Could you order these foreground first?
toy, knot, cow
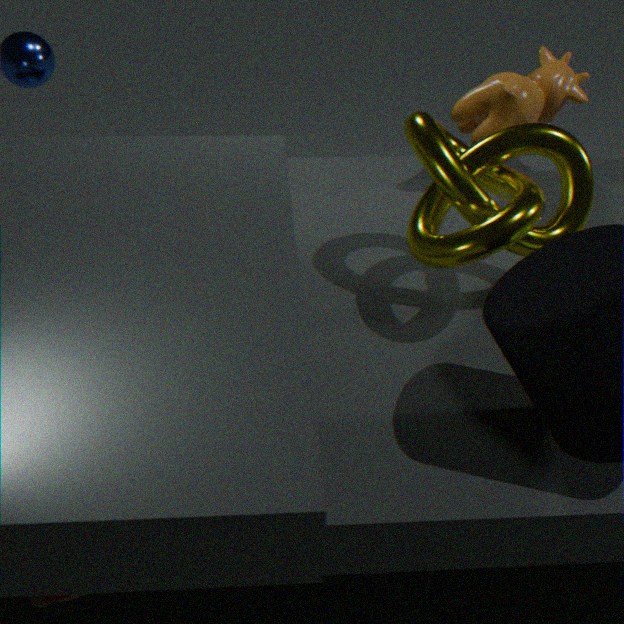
1. toy
2. knot
3. cow
